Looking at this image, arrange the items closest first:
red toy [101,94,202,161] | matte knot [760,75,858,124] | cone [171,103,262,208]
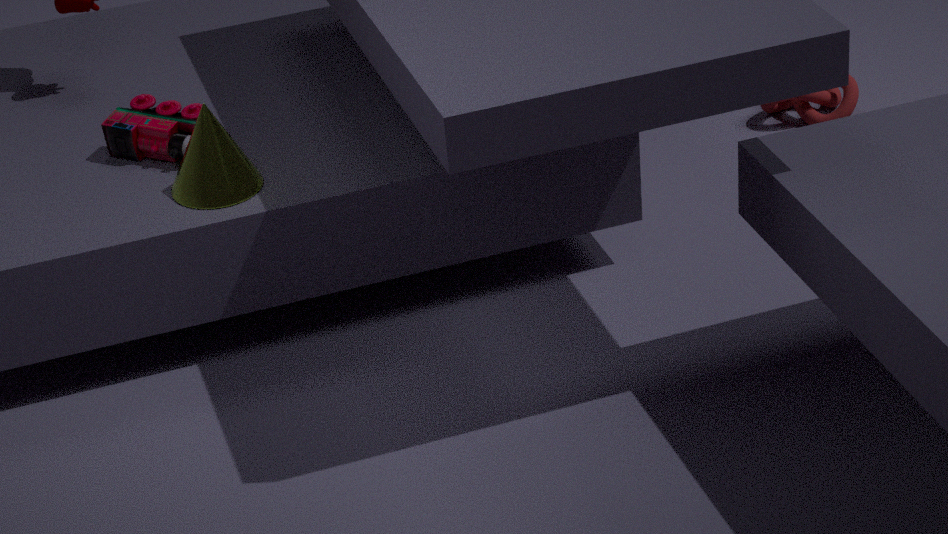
1. cone [171,103,262,208]
2. red toy [101,94,202,161]
3. matte knot [760,75,858,124]
